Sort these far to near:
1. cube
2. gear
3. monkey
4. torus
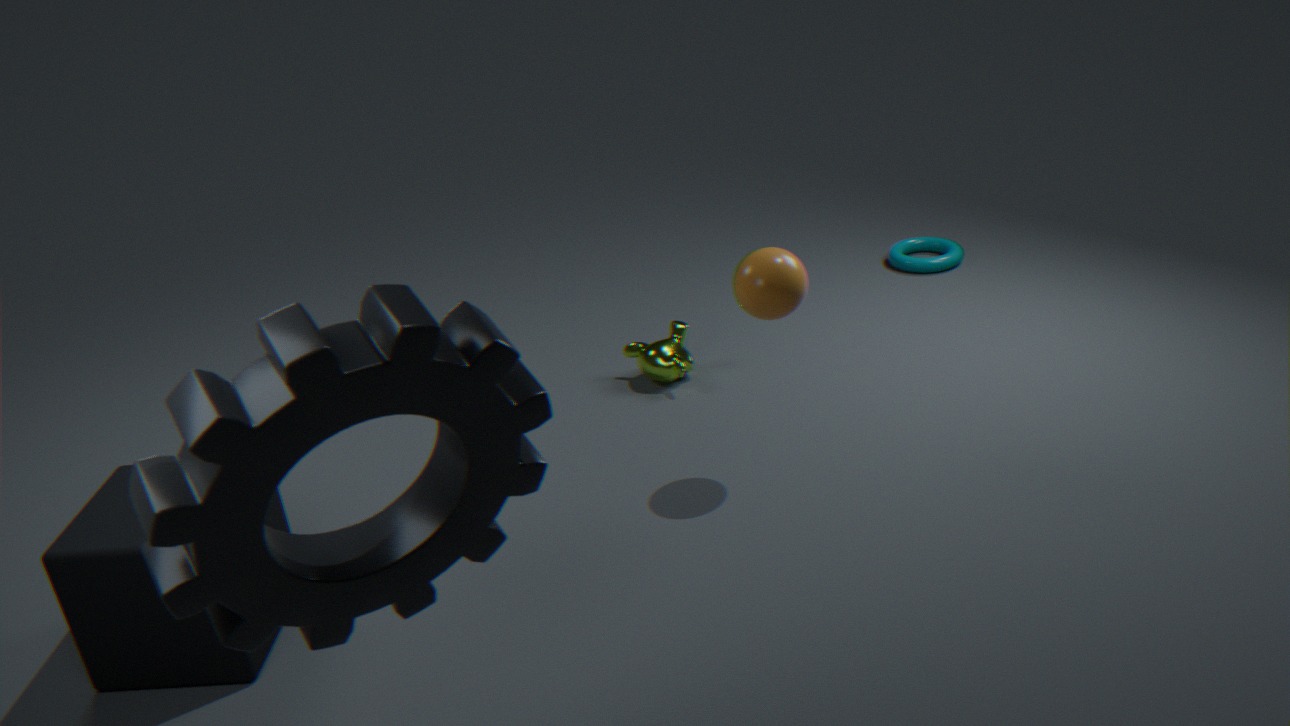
torus → monkey → cube → gear
